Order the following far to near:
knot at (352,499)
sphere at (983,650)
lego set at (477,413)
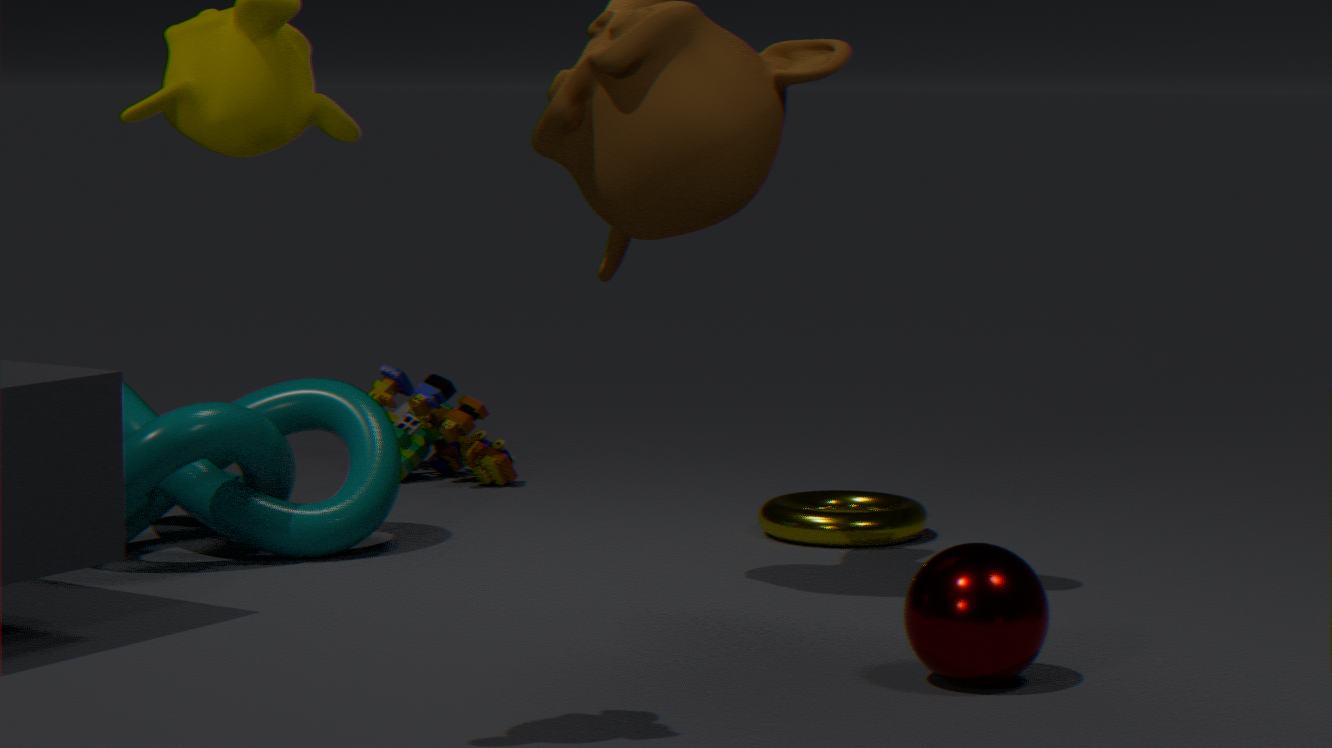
lego set at (477,413)
knot at (352,499)
sphere at (983,650)
